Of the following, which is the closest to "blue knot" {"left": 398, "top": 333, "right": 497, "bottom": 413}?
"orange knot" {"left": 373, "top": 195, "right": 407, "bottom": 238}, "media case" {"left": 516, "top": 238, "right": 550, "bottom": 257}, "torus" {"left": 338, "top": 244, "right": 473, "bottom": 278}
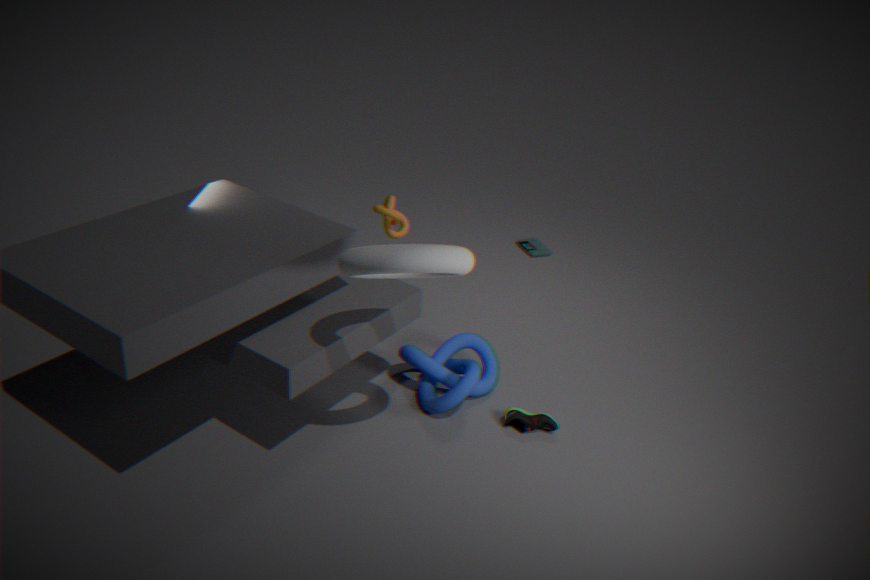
"torus" {"left": 338, "top": 244, "right": 473, "bottom": 278}
